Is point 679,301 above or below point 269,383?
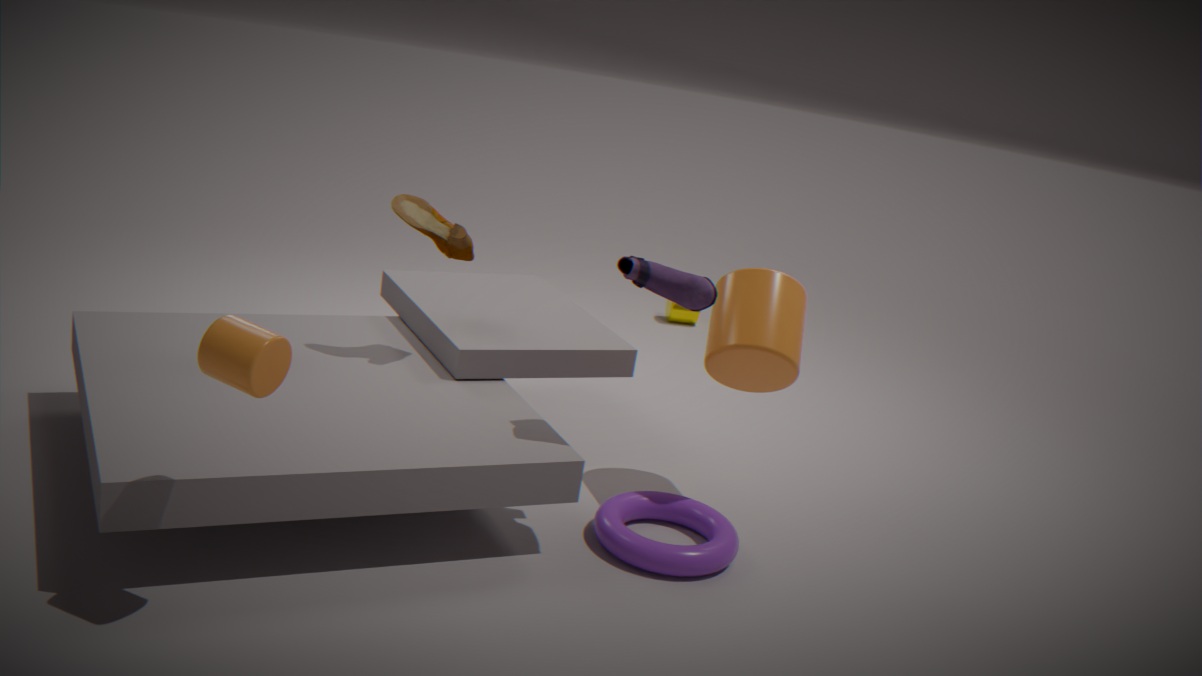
above
